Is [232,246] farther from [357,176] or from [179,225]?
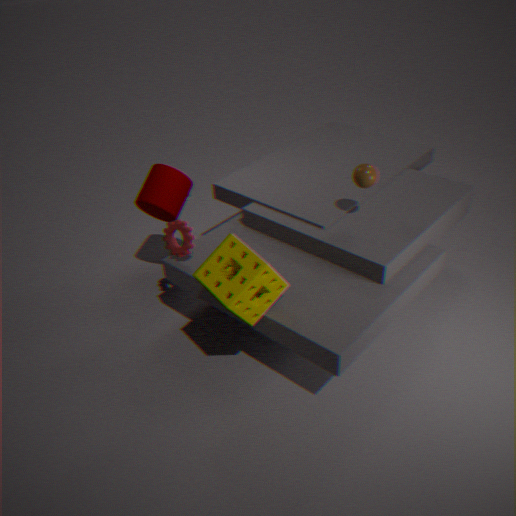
[357,176]
